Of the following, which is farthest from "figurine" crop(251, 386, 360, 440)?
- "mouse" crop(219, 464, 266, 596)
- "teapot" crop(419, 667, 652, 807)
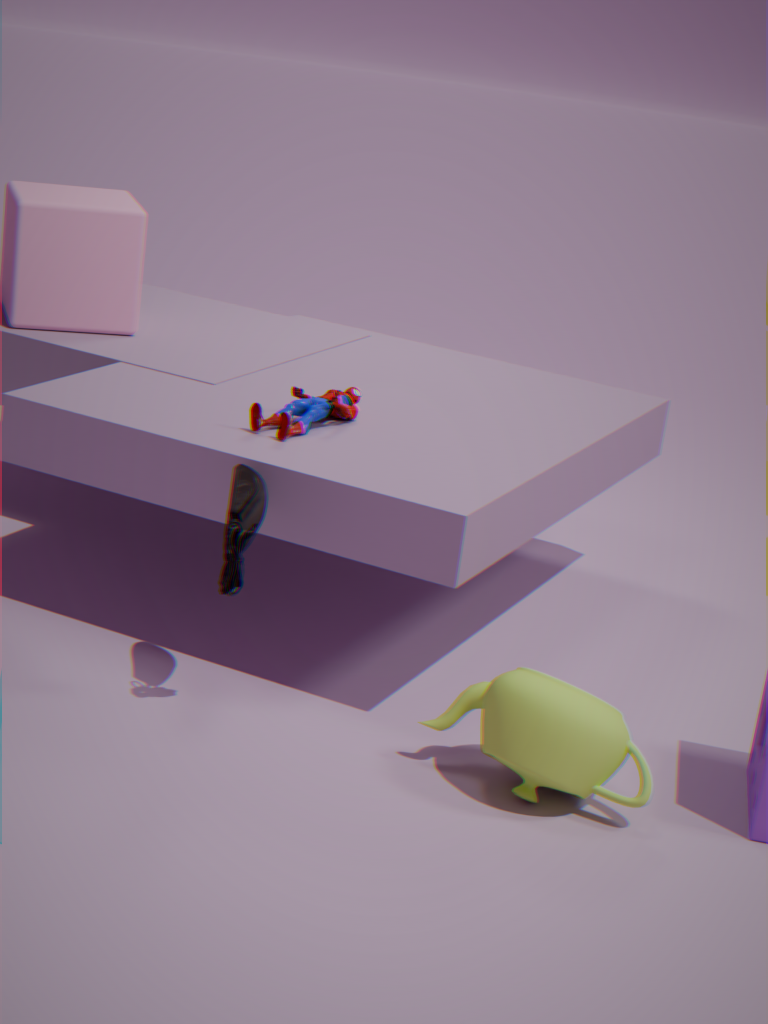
"teapot" crop(419, 667, 652, 807)
